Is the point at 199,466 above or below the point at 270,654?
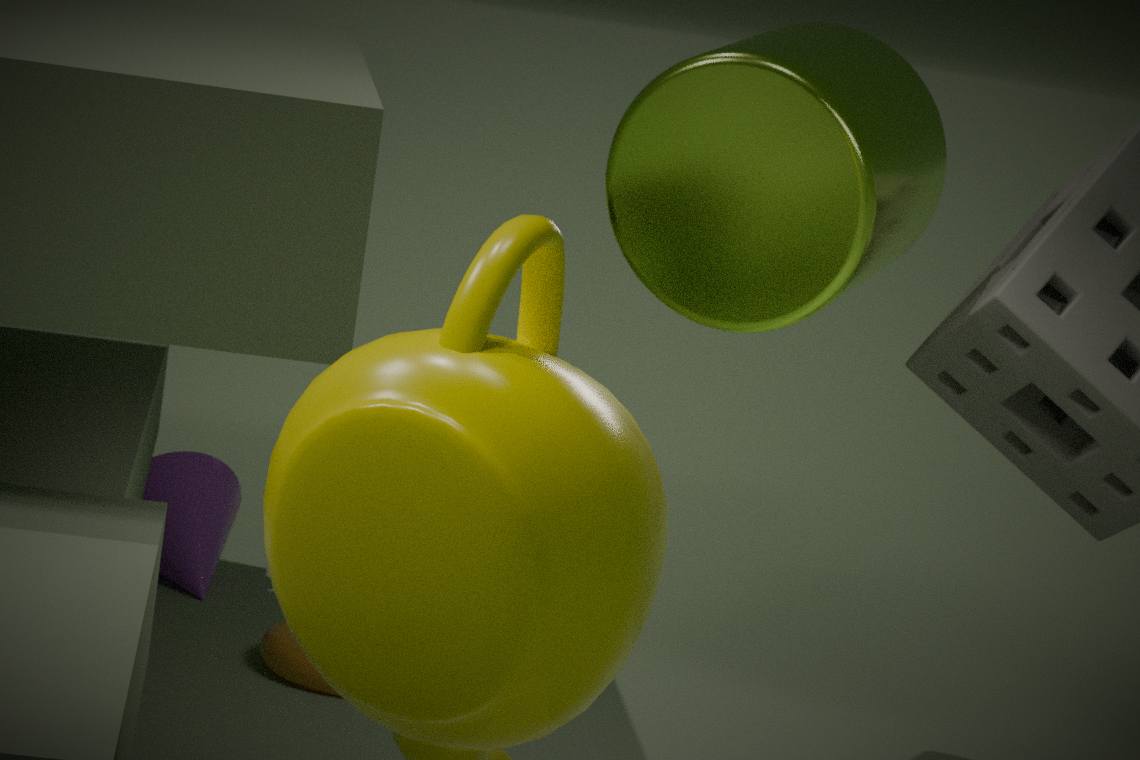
above
